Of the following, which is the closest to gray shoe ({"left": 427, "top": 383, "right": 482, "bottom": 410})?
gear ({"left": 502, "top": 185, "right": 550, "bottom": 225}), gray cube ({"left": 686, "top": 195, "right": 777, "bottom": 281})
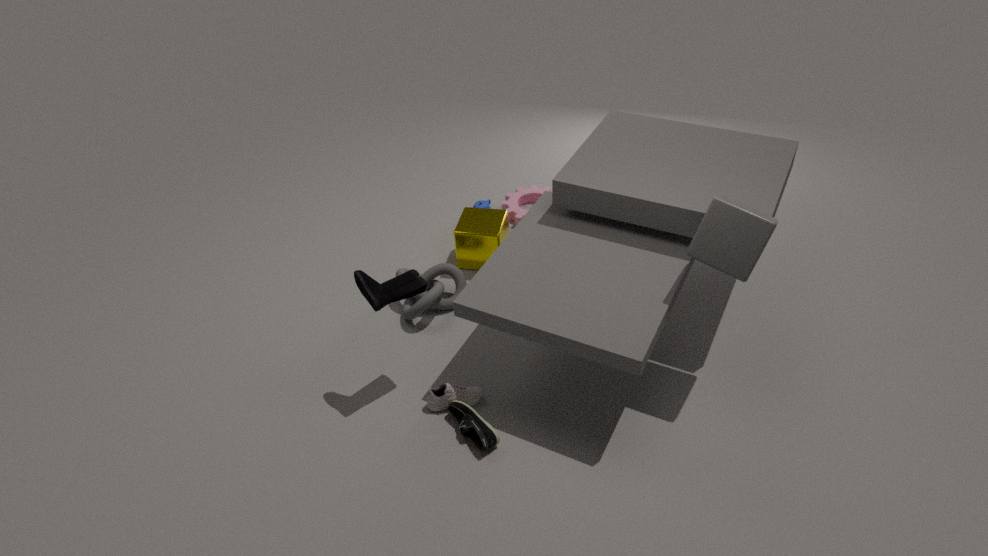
gray cube ({"left": 686, "top": 195, "right": 777, "bottom": 281})
